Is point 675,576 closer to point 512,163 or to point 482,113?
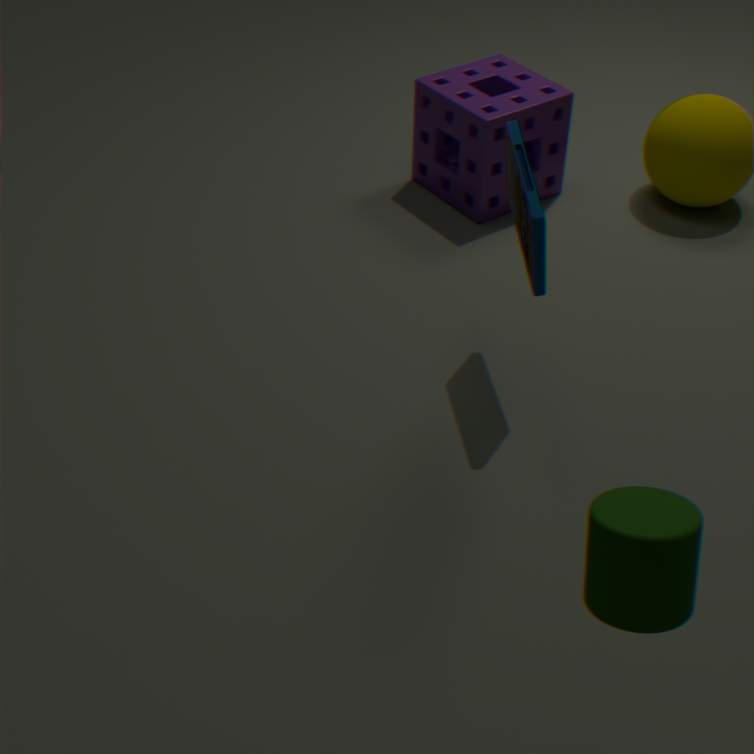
point 512,163
